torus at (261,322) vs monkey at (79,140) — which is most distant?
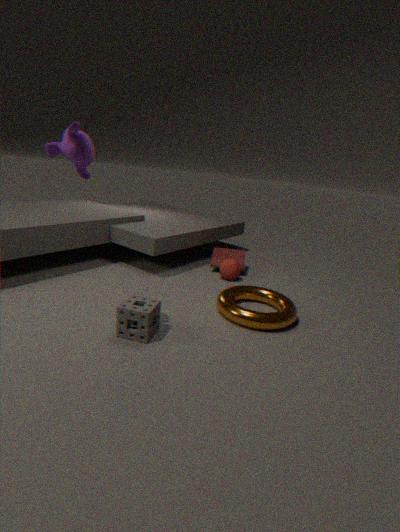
torus at (261,322)
